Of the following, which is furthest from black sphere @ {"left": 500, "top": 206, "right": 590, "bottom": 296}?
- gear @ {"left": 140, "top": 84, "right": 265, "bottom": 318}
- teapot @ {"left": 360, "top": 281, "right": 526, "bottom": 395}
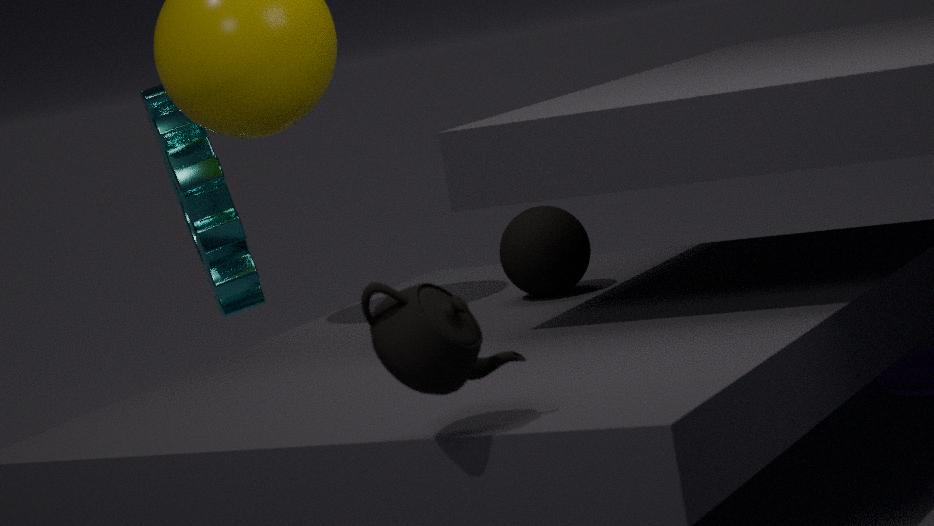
teapot @ {"left": 360, "top": 281, "right": 526, "bottom": 395}
